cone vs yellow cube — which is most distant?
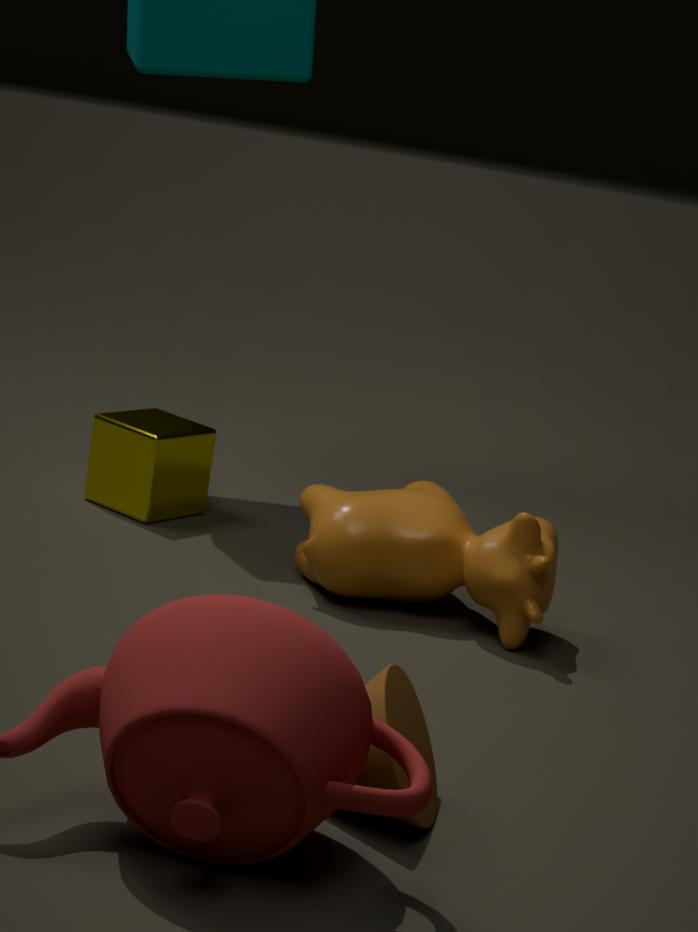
yellow cube
